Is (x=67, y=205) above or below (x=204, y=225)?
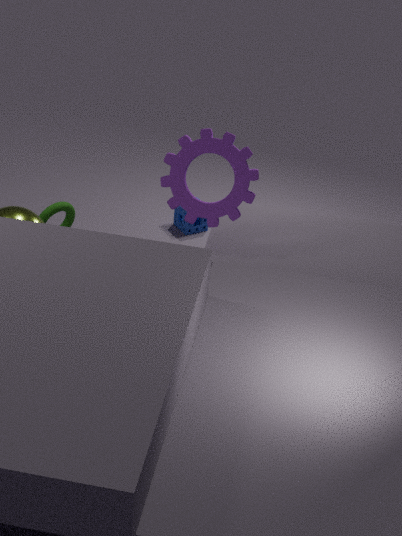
above
